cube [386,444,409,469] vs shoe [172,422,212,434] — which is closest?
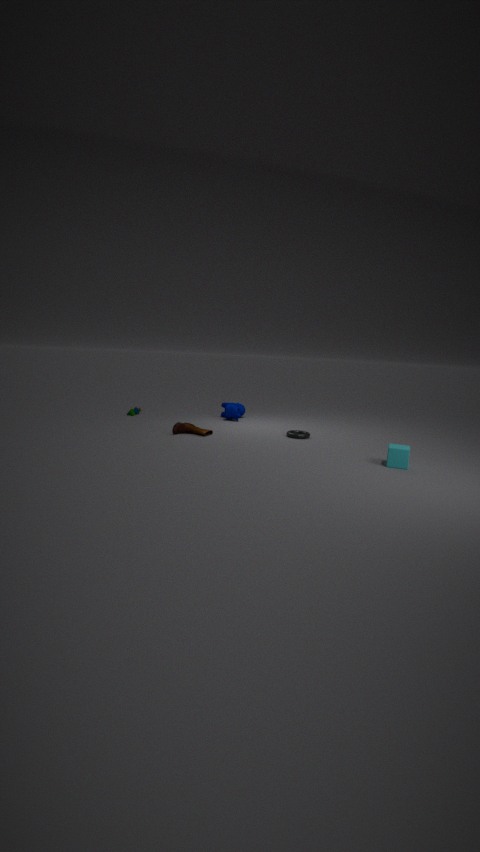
cube [386,444,409,469]
